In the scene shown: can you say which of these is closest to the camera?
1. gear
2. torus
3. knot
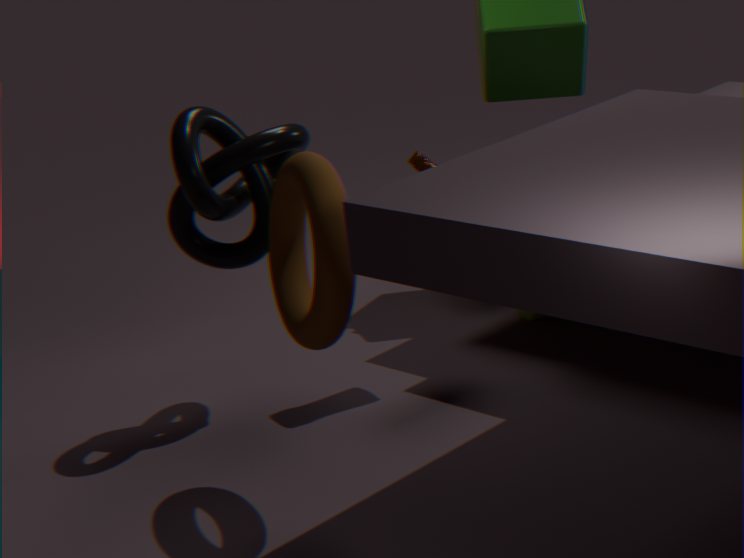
torus
